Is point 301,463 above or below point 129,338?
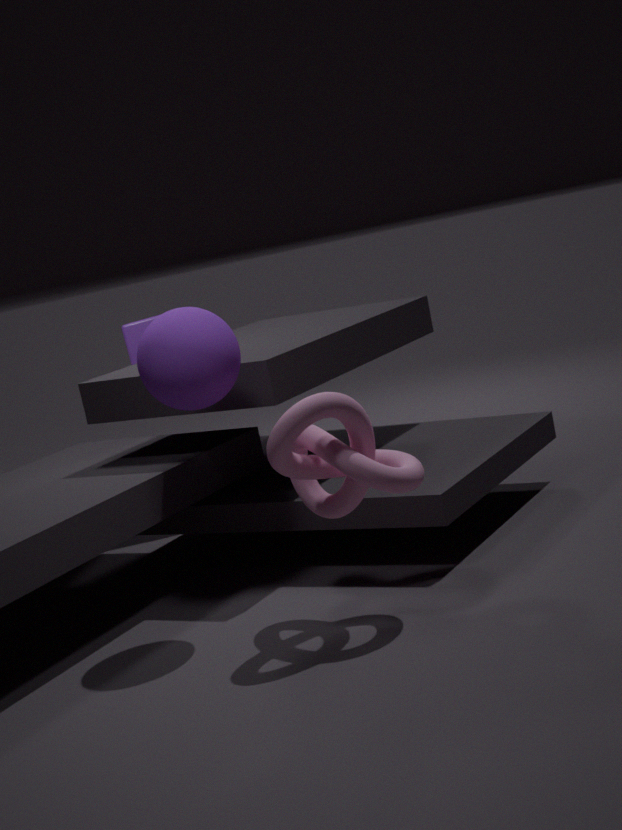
below
